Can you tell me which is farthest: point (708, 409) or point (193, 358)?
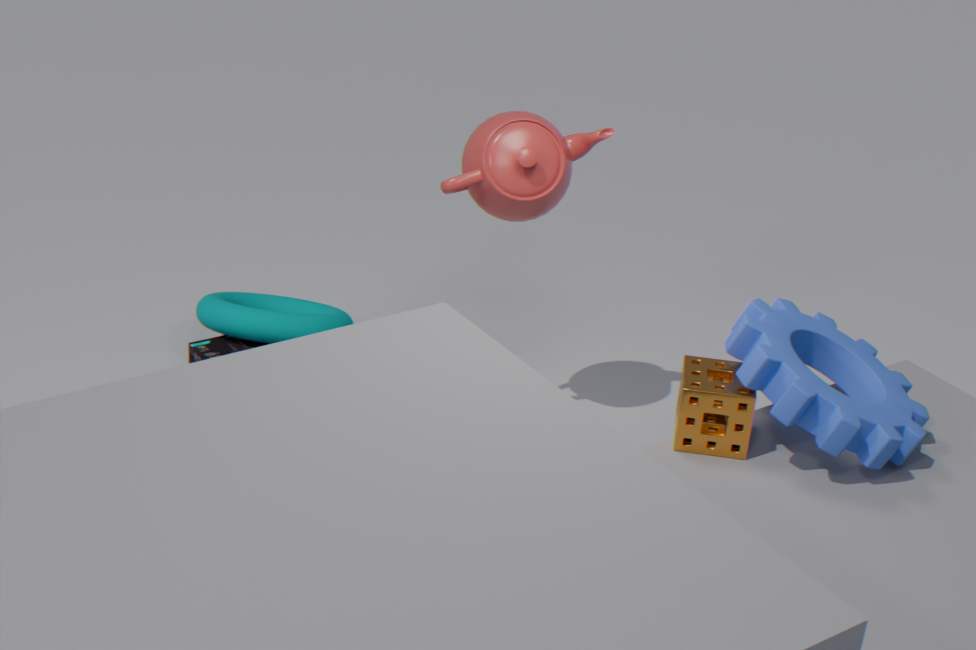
point (193, 358)
